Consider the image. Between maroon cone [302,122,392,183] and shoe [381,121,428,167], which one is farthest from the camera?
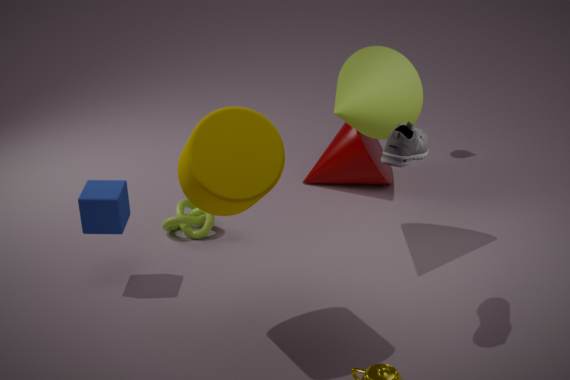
maroon cone [302,122,392,183]
